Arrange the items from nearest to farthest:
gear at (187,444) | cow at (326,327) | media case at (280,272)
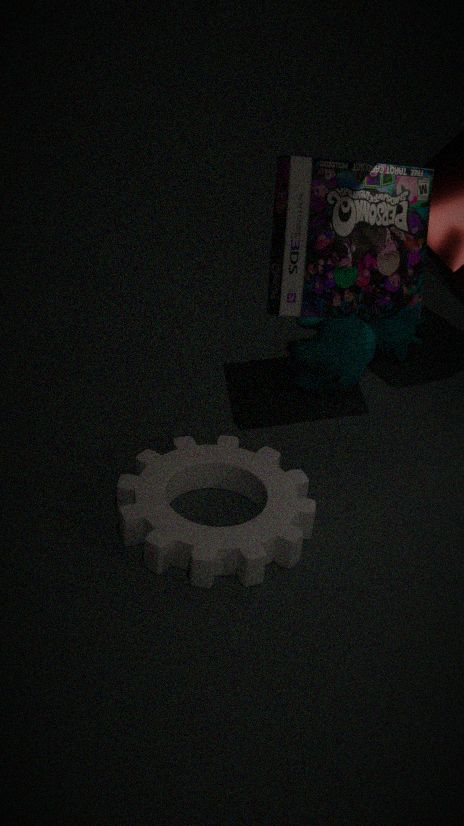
gear at (187,444)
media case at (280,272)
cow at (326,327)
